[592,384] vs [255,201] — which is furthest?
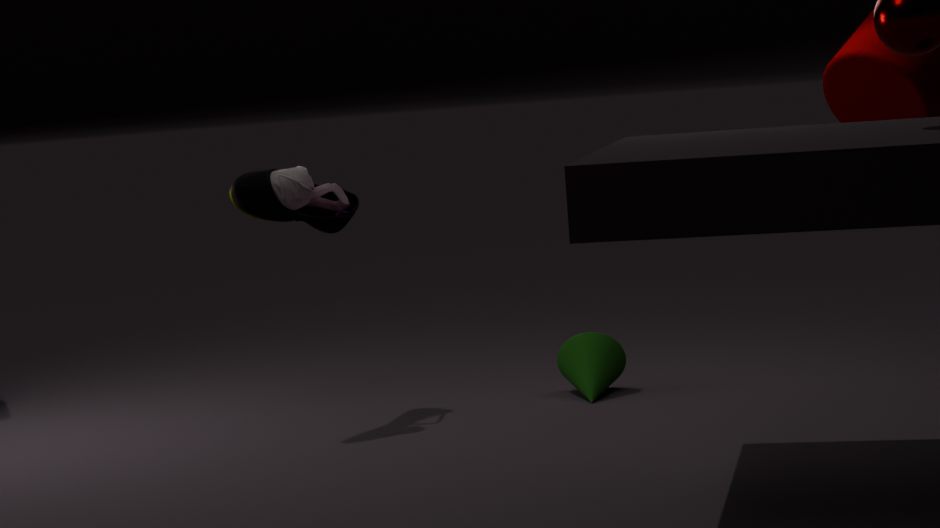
[592,384]
